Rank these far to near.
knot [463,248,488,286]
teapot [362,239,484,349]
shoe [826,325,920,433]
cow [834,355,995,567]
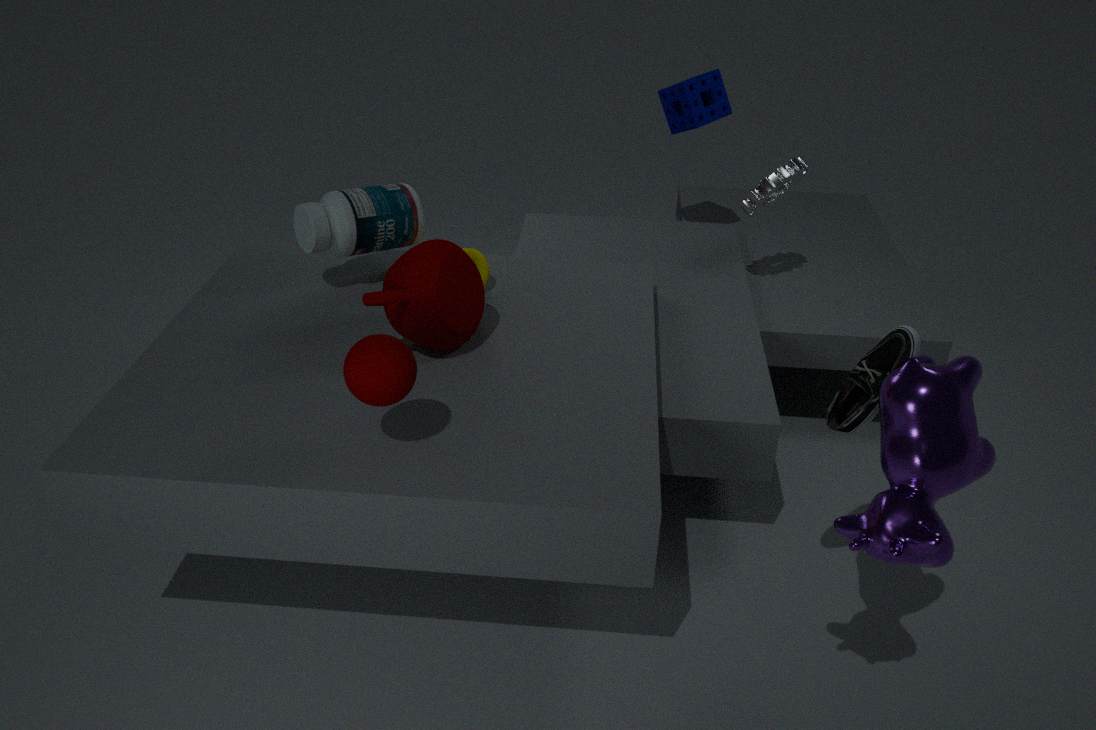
knot [463,248,488,286]
teapot [362,239,484,349]
shoe [826,325,920,433]
cow [834,355,995,567]
